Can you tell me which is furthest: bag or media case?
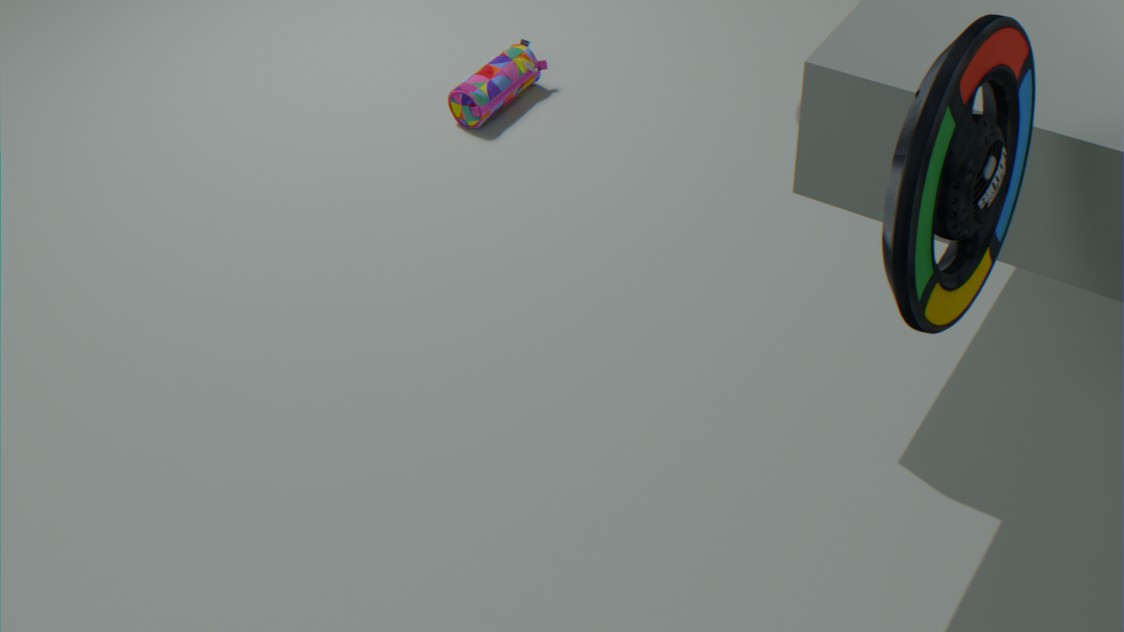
bag
